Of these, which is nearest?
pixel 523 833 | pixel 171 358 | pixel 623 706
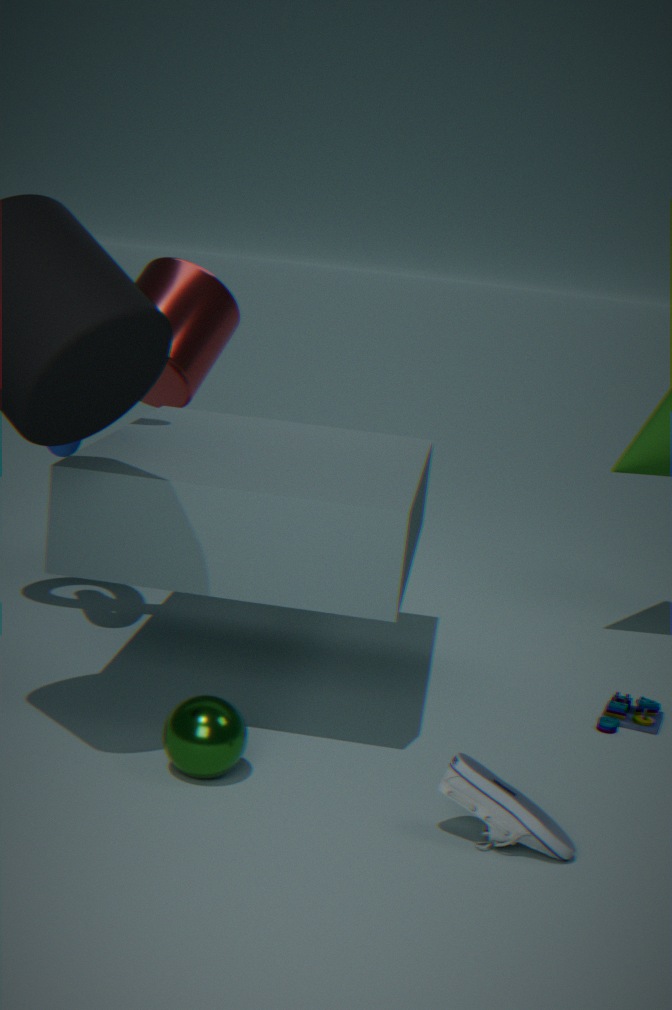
pixel 523 833
